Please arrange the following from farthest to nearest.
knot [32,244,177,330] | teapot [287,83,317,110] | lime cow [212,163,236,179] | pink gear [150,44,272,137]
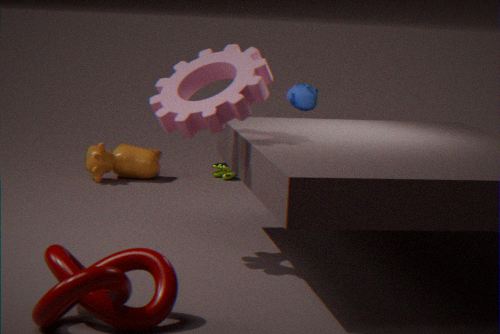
1. lime cow [212,163,236,179]
2. teapot [287,83,317,110]
3. pink gear [150,44,272,137]
4. knot [32,244,177,330]
